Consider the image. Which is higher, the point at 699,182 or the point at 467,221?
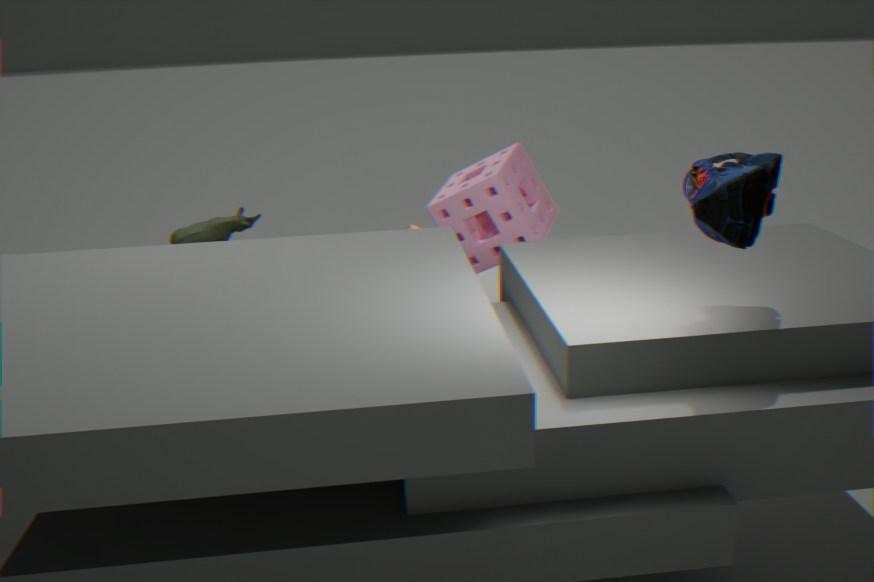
the point at 699,182
